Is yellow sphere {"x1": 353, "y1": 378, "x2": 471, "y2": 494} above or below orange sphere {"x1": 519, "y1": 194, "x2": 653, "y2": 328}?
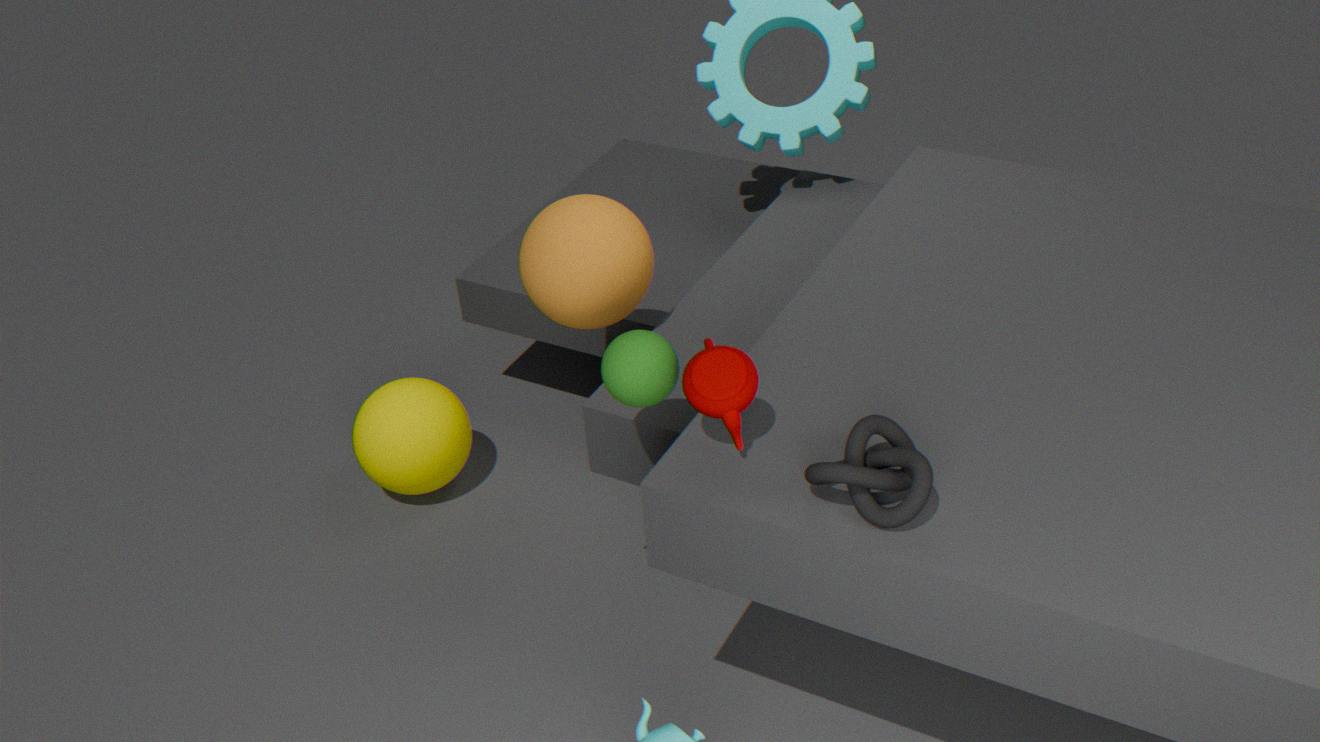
below
